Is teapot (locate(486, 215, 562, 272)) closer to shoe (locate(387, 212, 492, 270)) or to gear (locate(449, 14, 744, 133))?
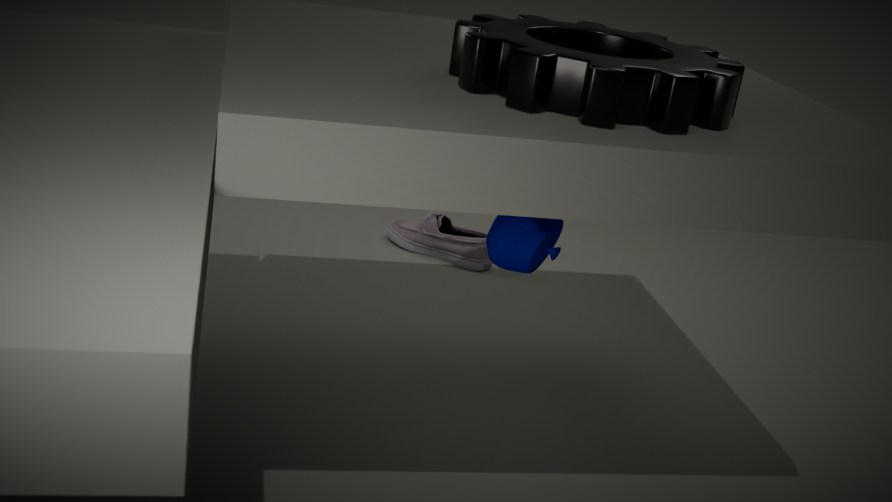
gear (locate(449, 14, 744, 133))
